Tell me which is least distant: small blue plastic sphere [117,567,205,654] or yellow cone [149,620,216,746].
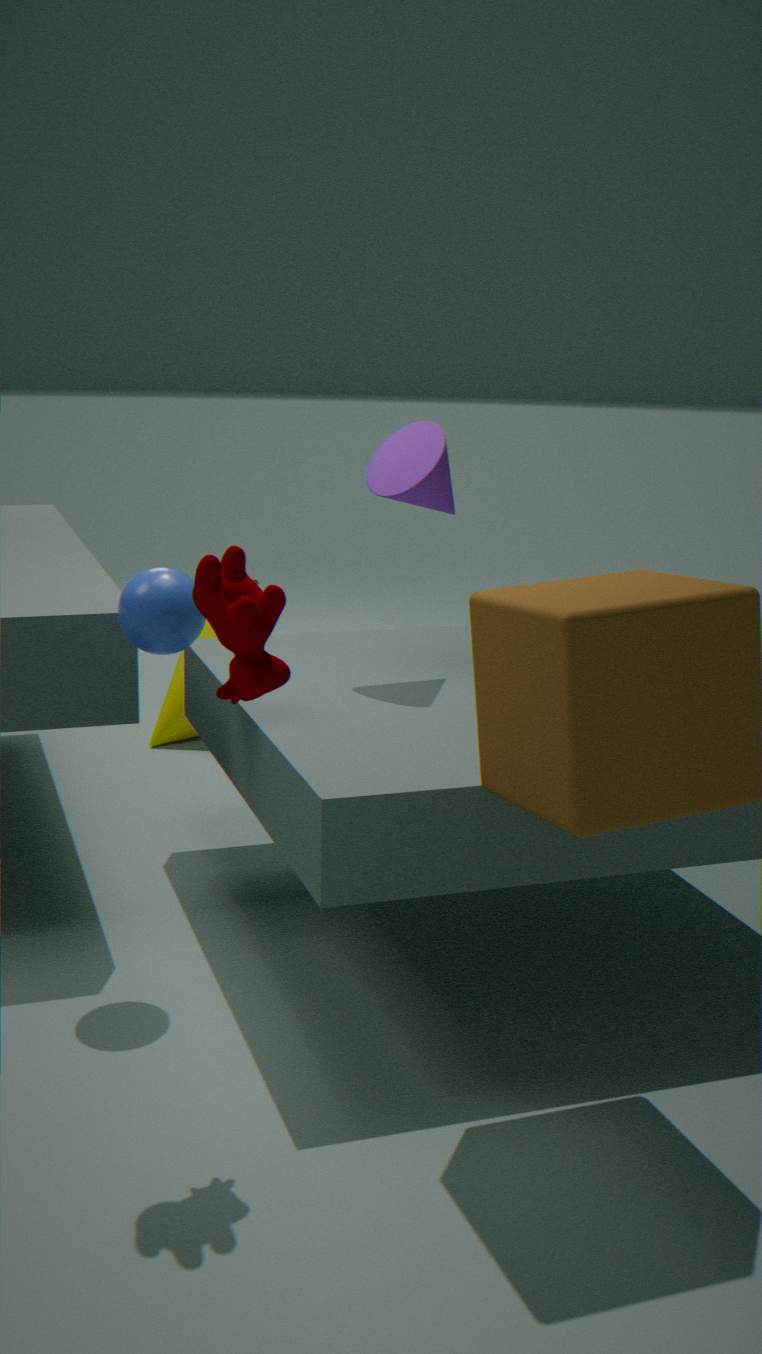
small blue plastic sphere [117,567,205,654]
